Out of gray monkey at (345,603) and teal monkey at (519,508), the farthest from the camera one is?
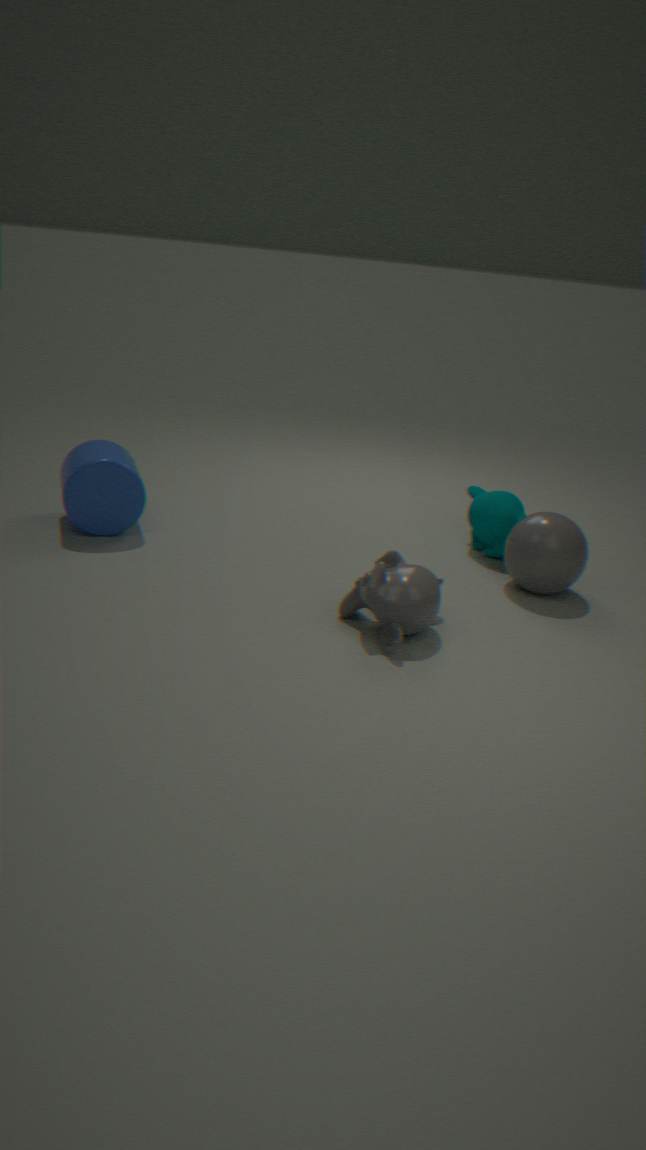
teal monkey at (519,508)
